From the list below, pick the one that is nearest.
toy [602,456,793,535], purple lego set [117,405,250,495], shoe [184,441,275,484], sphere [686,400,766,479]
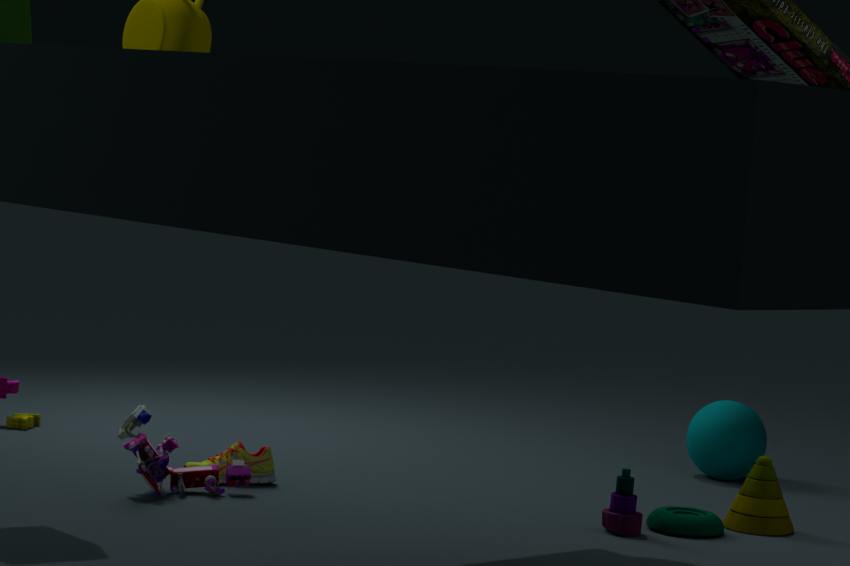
purple lego set [117,405,250,495]
